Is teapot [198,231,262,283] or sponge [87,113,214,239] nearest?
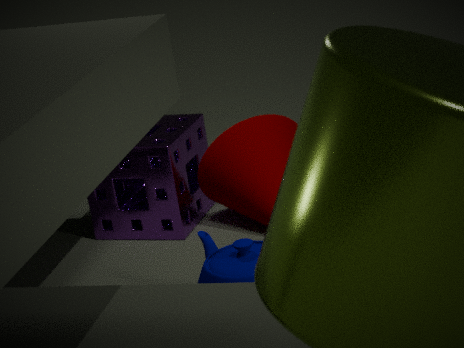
teapot [198,231,262,283]
